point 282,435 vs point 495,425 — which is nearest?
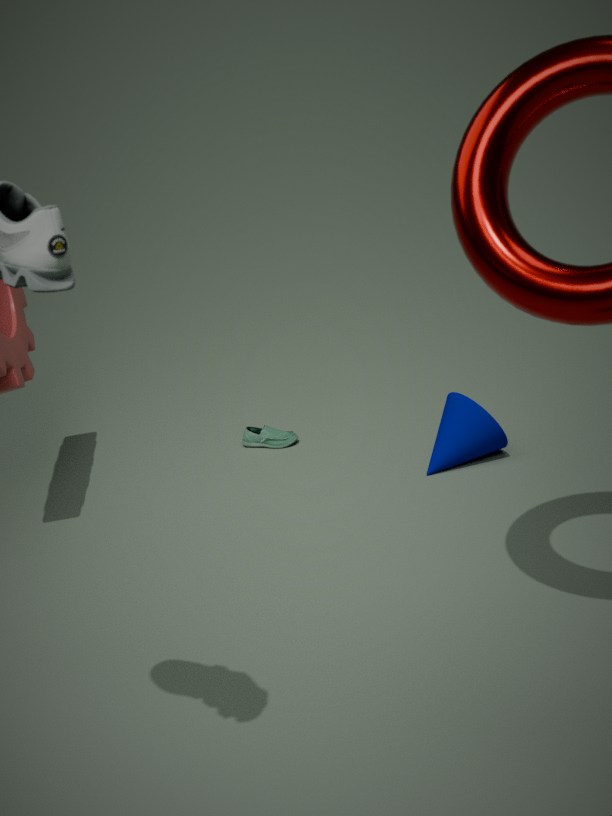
point 495,425
